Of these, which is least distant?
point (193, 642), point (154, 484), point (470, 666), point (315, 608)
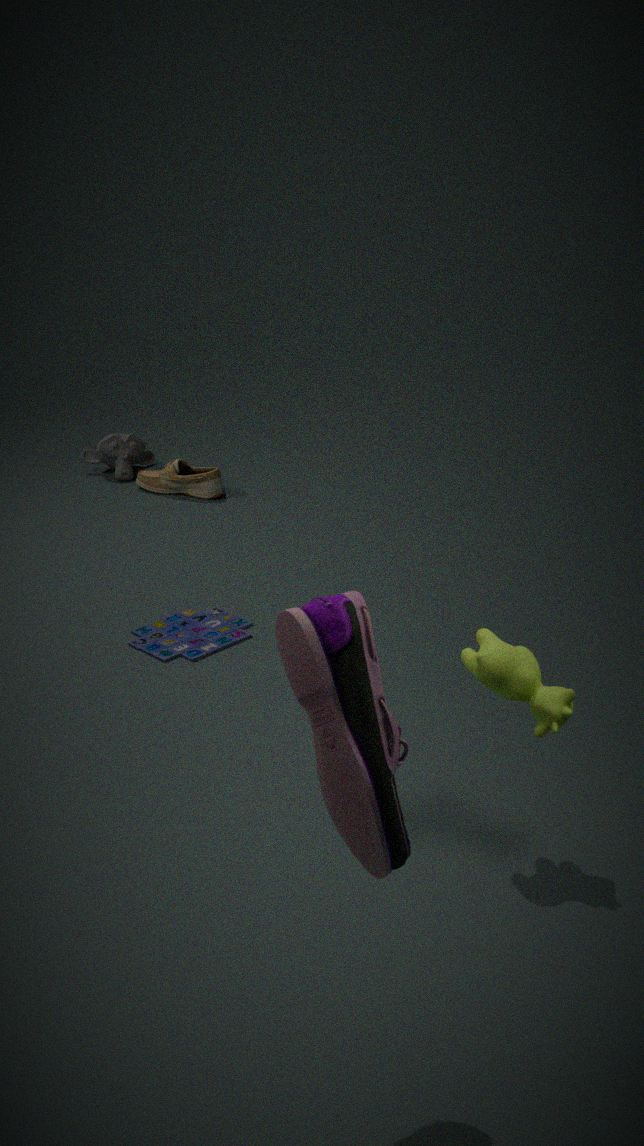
point (315, 608)
